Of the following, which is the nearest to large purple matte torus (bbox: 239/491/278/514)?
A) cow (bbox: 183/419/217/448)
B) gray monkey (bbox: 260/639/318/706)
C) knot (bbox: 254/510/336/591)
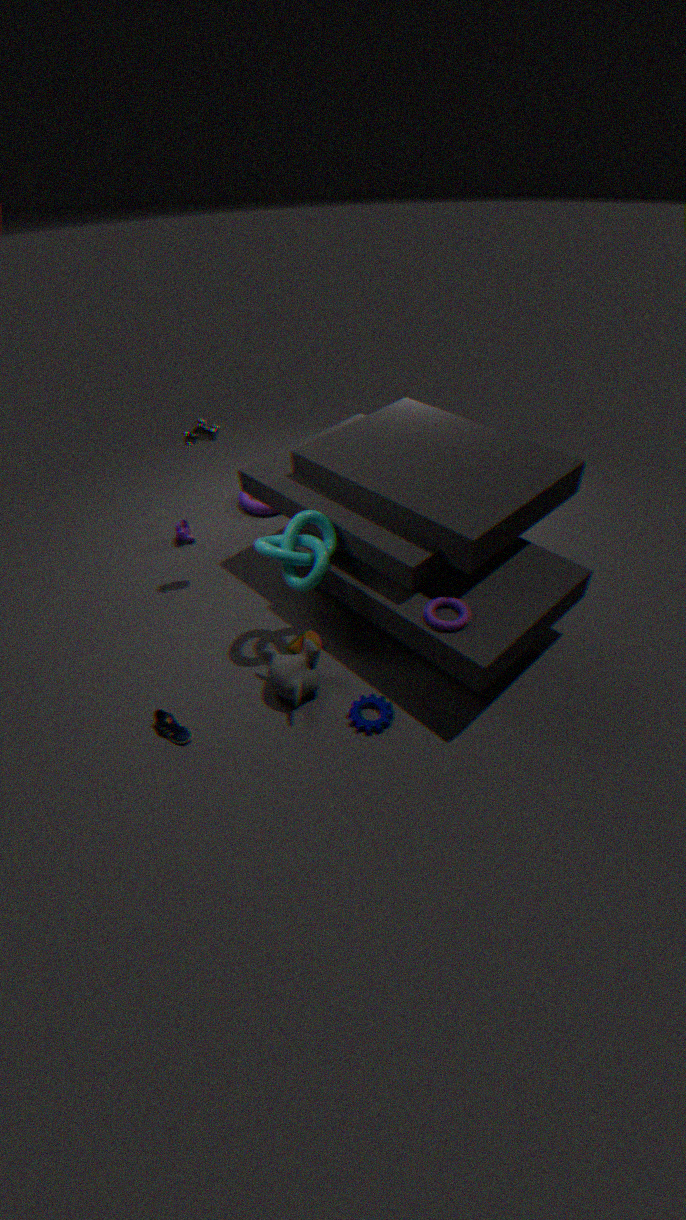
cow (bbox: 183/419/217/448)
